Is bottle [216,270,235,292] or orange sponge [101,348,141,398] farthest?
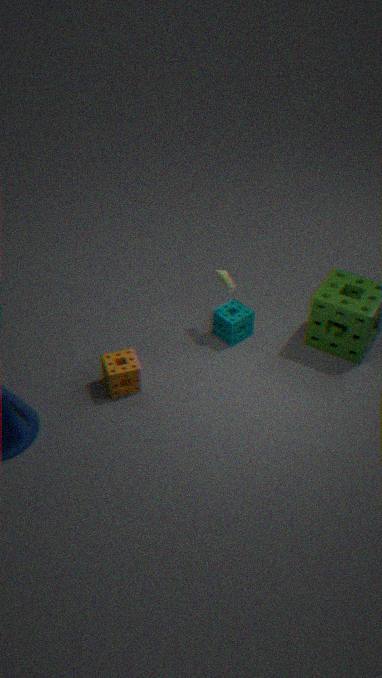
bottle [216,270,235,292]
